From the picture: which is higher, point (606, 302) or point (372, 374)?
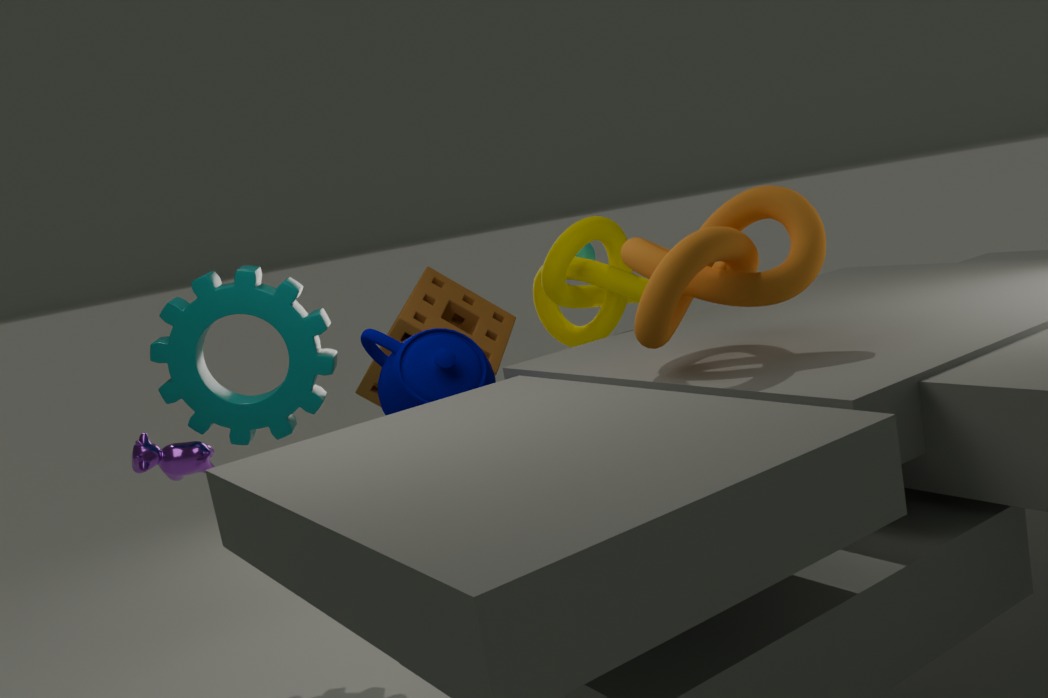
point (606, 302)
